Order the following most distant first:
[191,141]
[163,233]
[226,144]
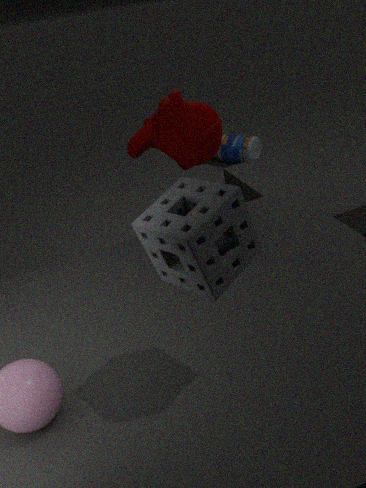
[226,144]
[191,141]
[163,233]
